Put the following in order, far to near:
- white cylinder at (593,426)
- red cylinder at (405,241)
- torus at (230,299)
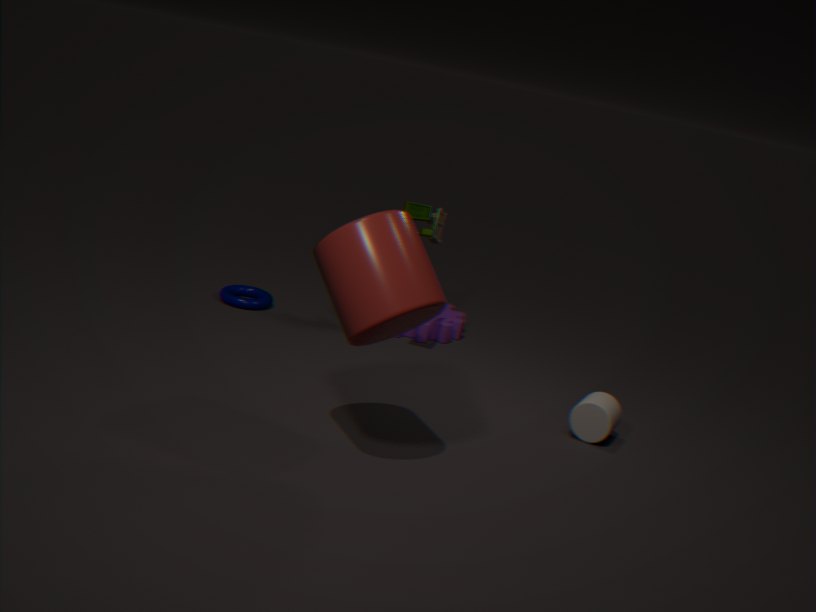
torus at (230,299)
white cylinder at (593,426)
red cylinder at (405,241)
